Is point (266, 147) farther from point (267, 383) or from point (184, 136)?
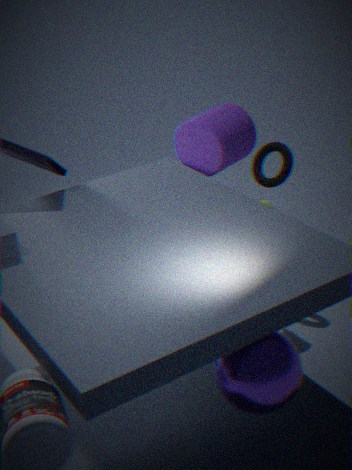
point (267, 383)
